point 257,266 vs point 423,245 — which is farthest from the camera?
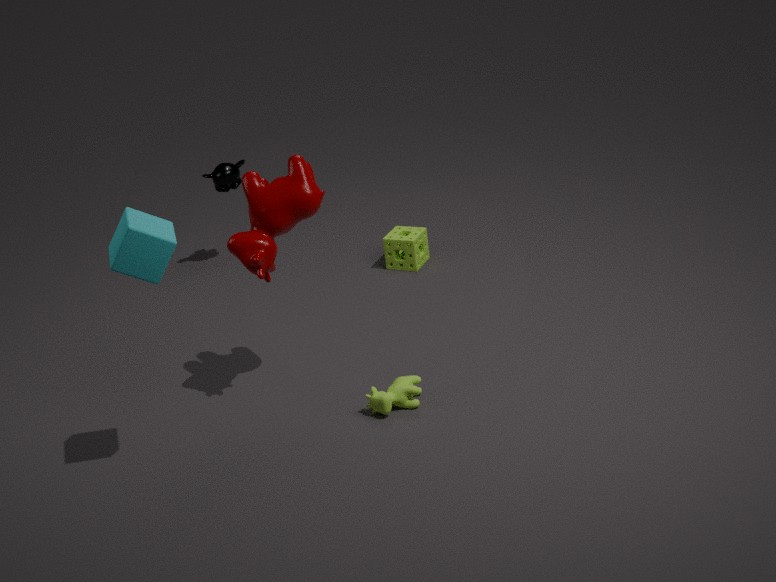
point 423,245
